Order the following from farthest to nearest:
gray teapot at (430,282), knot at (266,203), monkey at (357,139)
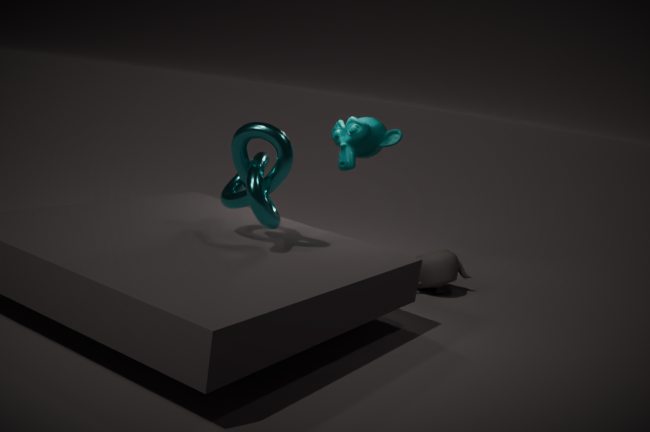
gray teapot at (430,282) < monkey at (357,139) < knot at (266,203)
